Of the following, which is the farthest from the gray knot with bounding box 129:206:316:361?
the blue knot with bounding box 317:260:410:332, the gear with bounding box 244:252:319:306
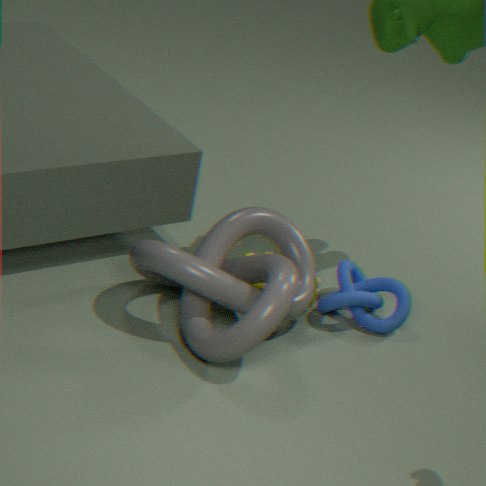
the blue knot with bounding box 317:260:410:332
